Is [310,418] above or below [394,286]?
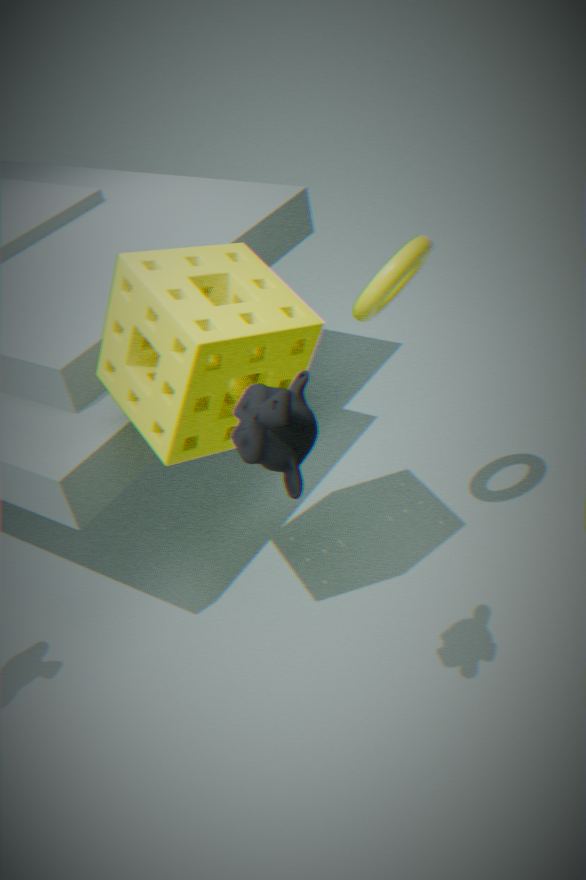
above
